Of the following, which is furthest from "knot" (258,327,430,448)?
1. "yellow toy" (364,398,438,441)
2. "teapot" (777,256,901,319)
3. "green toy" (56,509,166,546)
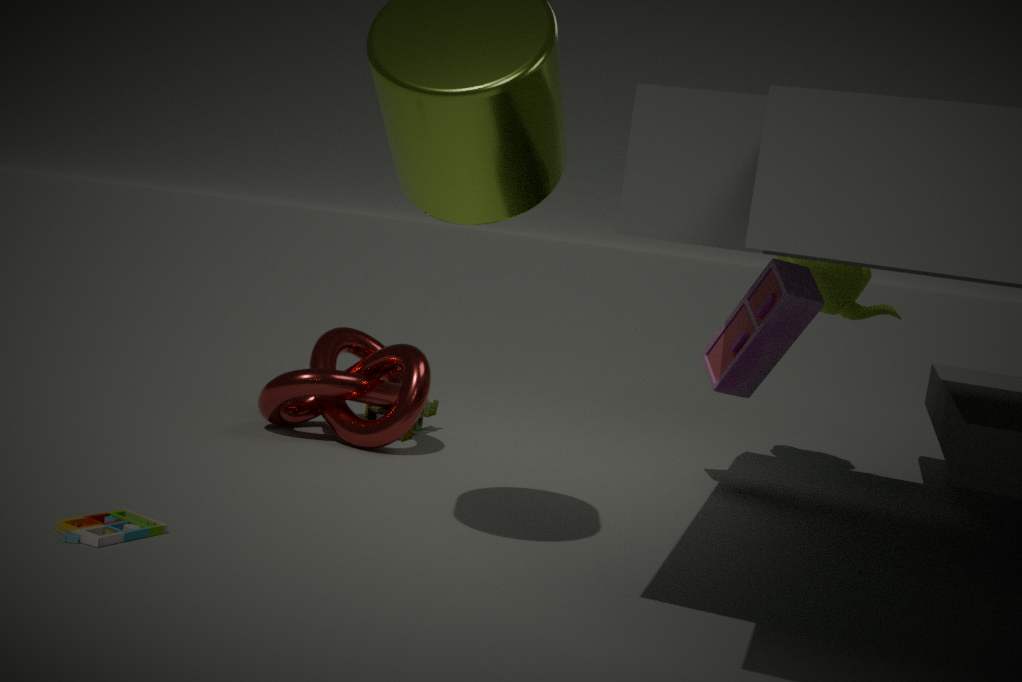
"teapot" (777,256,901,319)
